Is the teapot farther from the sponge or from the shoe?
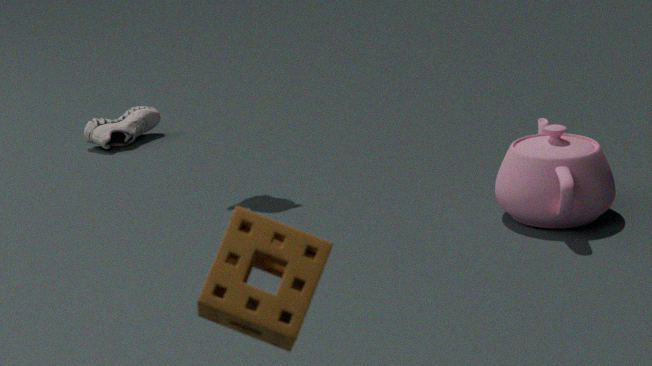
the shoe
